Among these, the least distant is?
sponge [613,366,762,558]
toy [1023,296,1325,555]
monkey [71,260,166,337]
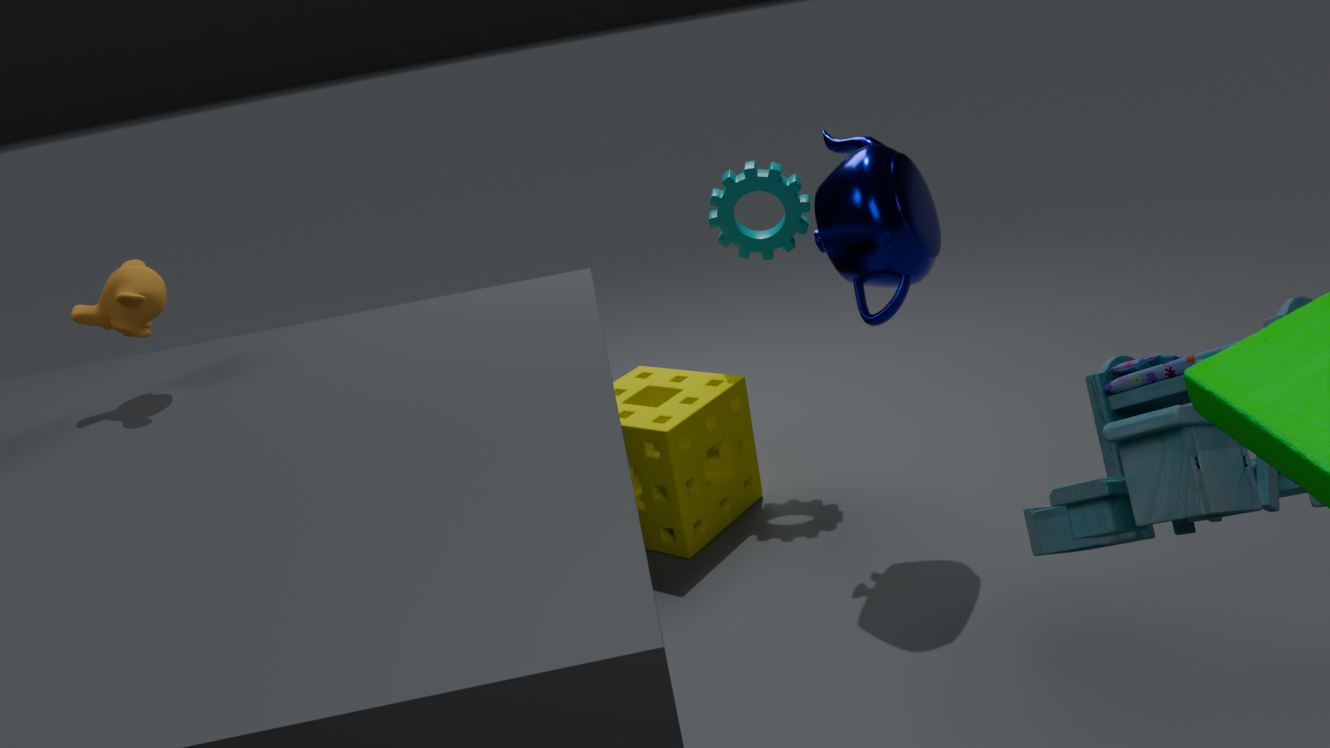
toy [1023,296,1325,555]
